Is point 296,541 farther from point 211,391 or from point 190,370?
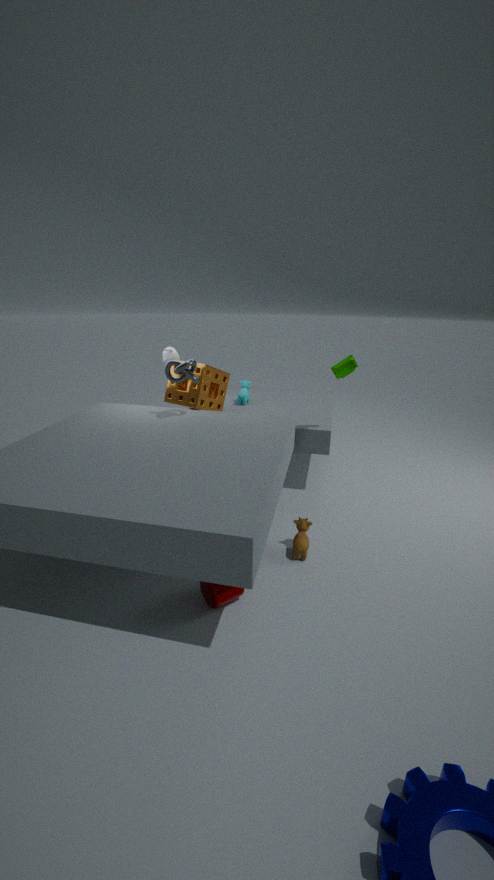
point 211,391
